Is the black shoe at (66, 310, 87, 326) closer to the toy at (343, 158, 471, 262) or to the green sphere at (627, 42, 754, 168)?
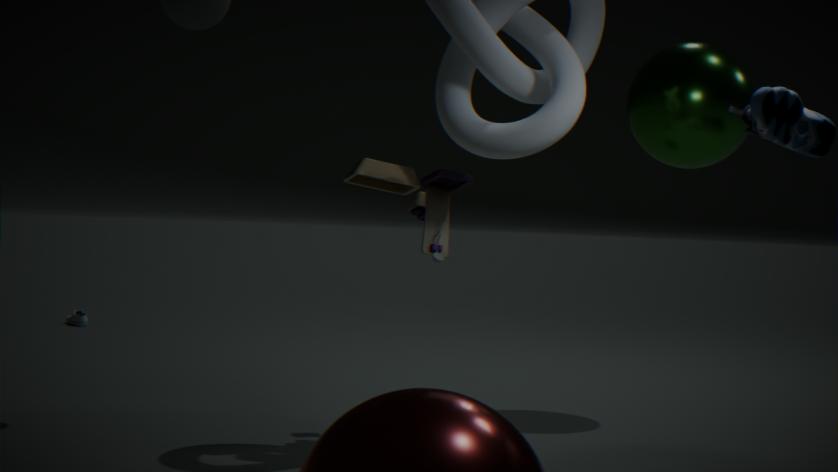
the toy at (343, 158, 471, 262)
